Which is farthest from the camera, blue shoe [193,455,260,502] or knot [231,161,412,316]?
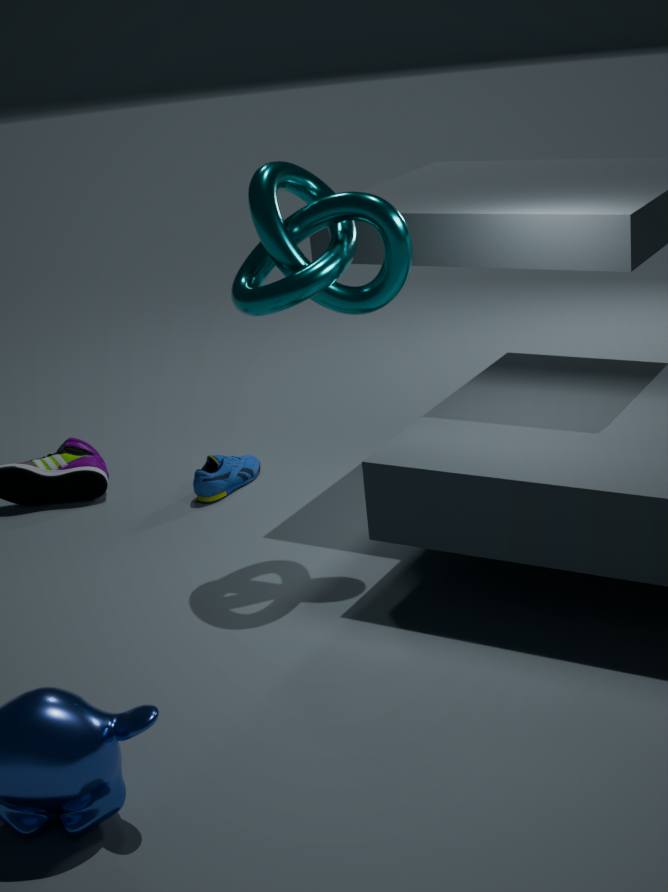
blue shoe [193,455,260,502]
